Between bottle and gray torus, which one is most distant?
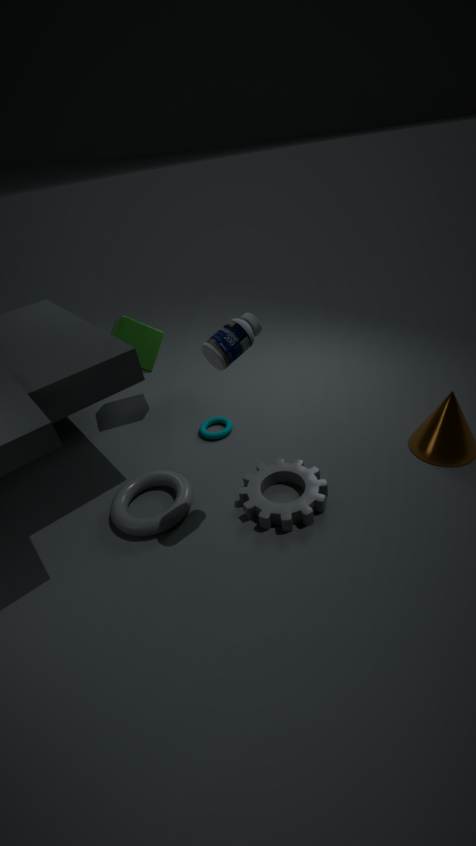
gray torus
